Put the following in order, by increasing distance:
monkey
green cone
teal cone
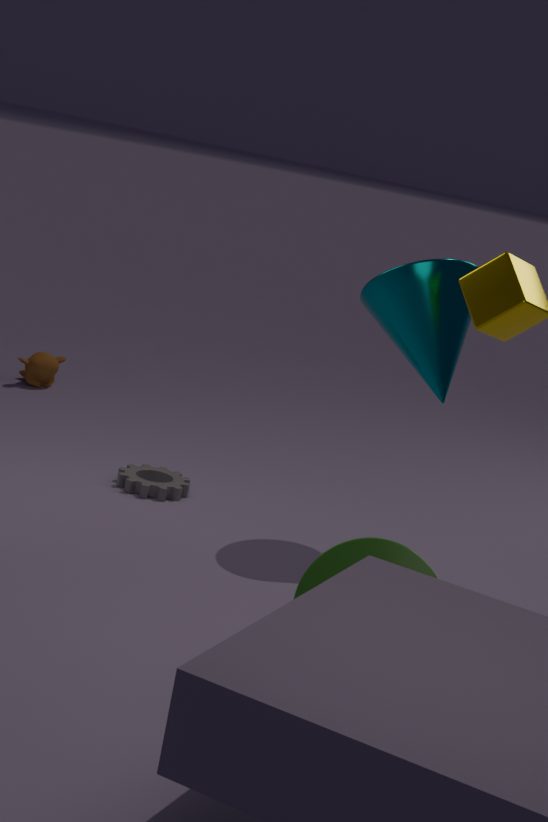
green cone → teal cone → monkey
